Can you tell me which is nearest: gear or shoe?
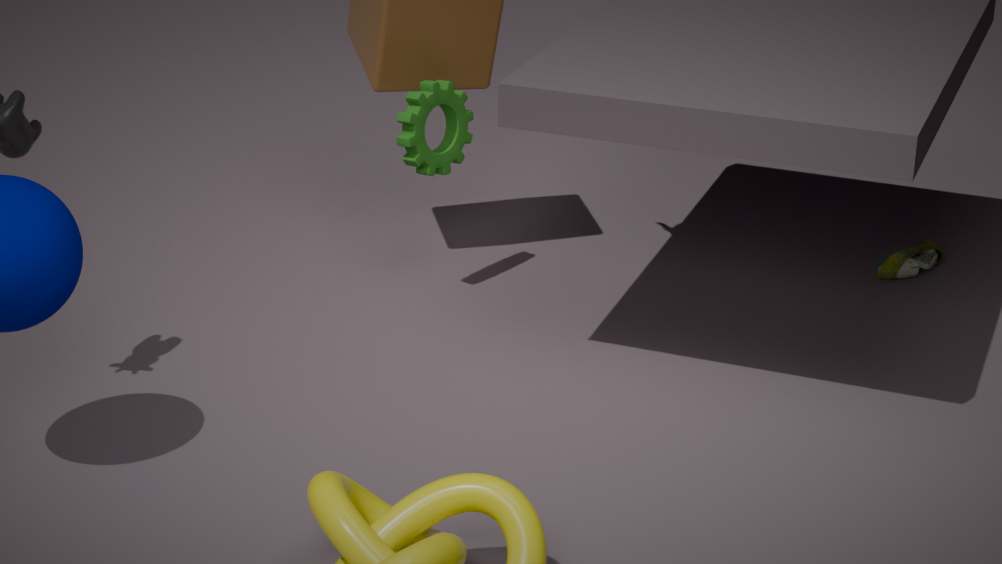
gear
